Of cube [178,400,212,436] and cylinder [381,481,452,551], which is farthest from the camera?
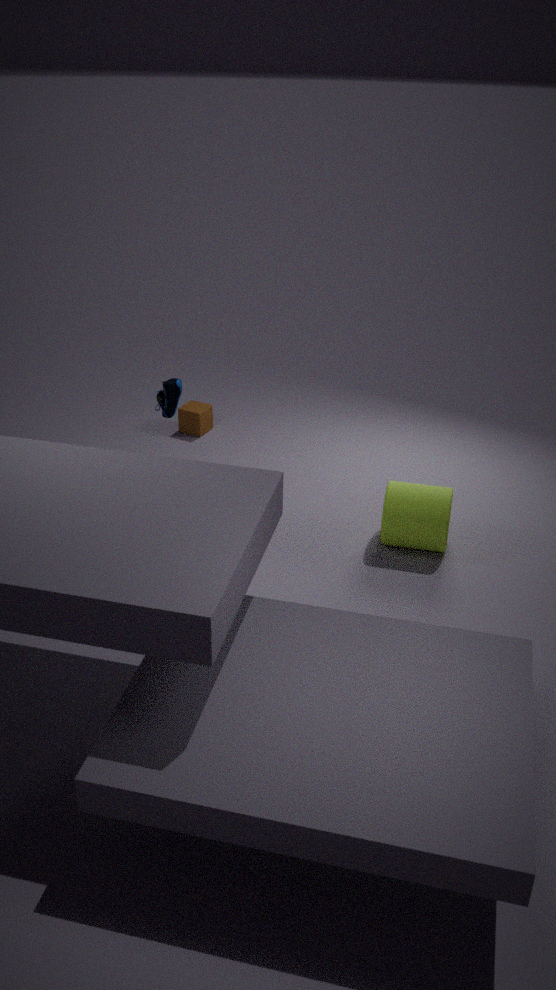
cube [178,400,212,436]
